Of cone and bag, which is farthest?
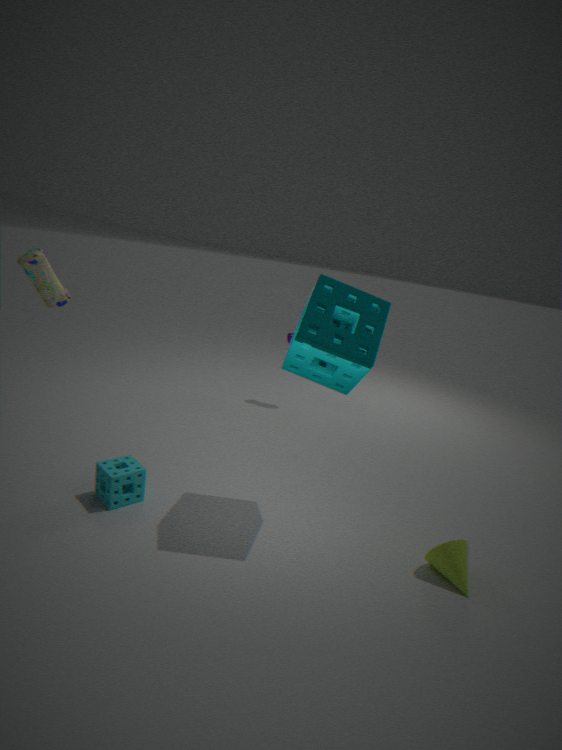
bag
